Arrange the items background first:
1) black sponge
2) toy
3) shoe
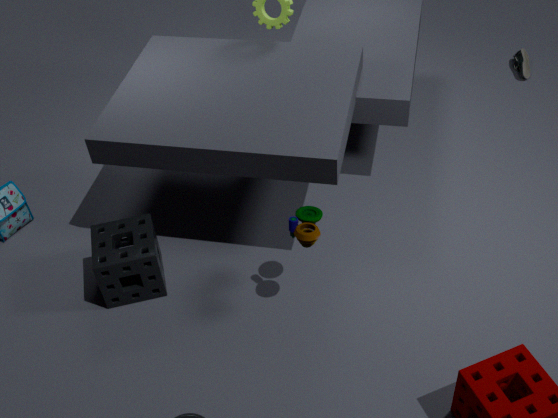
3. shoe
1. black sponge
2. toy
